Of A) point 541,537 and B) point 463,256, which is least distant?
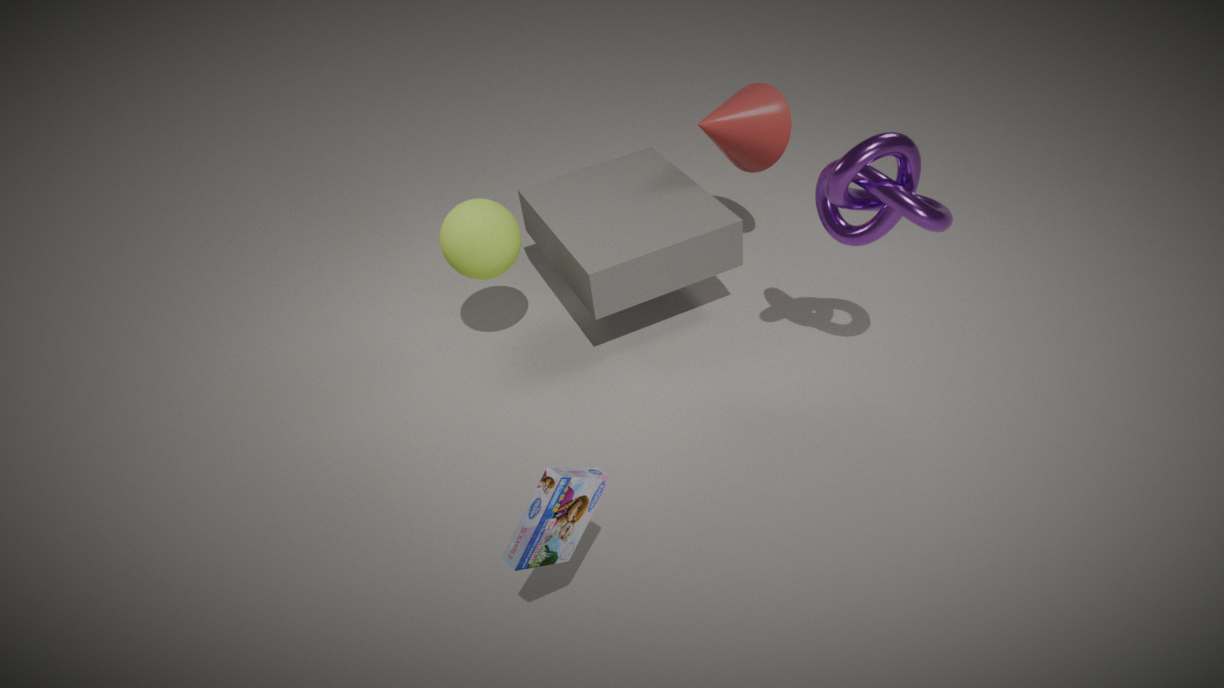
A. point 541,537
